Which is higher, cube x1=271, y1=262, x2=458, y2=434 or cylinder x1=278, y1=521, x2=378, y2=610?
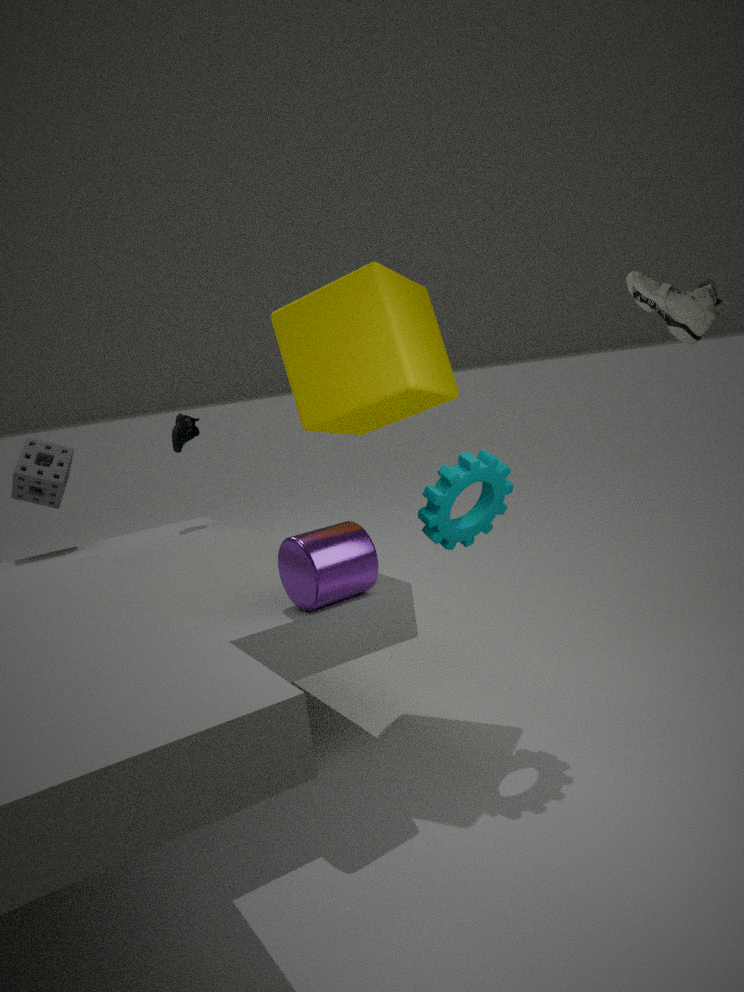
cube x1=271, y1=262, x2=458, y2=434
